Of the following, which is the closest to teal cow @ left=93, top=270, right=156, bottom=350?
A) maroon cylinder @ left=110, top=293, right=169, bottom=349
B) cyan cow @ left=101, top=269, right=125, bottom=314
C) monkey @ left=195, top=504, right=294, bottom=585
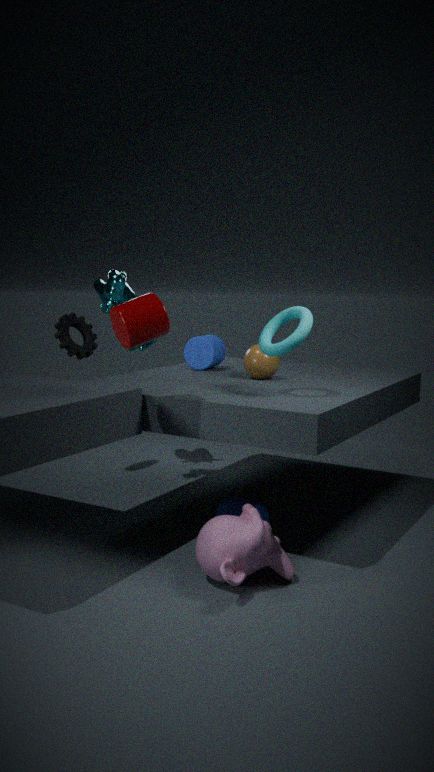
cyan cow @ left=101, top=269, right=125, bottom=314
